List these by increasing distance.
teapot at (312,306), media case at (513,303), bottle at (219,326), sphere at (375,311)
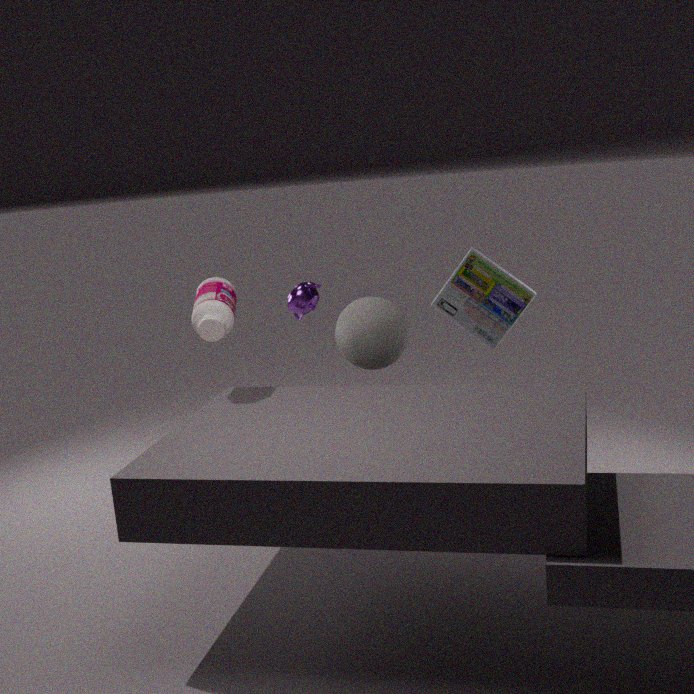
bottle at (219,326) < sphere at (375,311) < teapot at (312,306) < media case at (513,303)
